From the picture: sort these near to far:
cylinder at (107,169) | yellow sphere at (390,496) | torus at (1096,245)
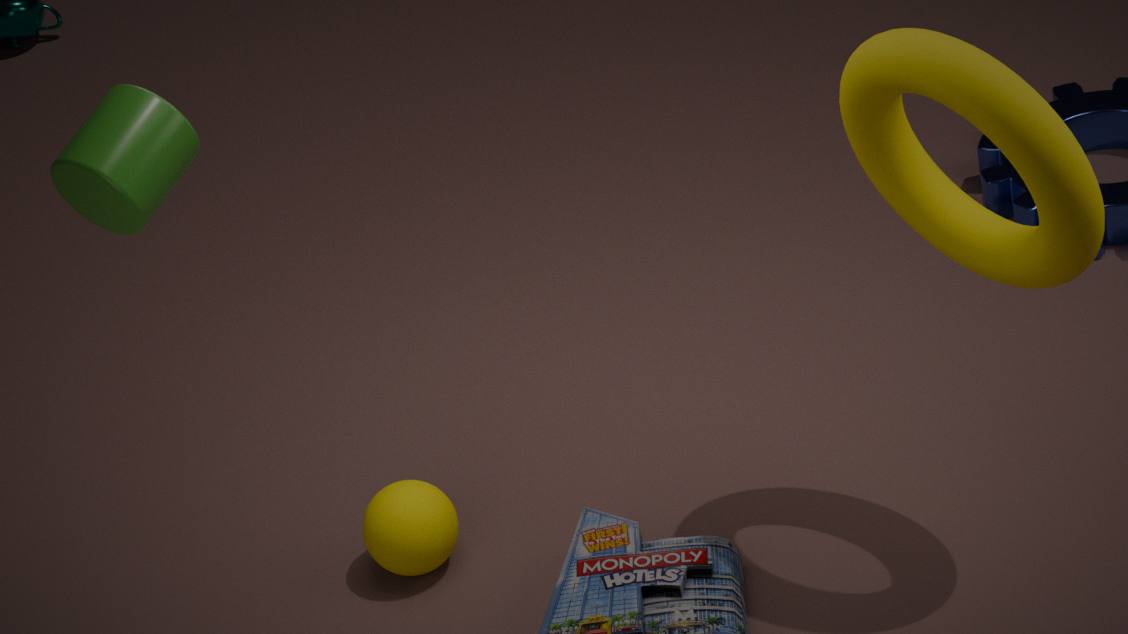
cylinder at (107,169), torus at (1096,245), yellow sphere at (390,496)
